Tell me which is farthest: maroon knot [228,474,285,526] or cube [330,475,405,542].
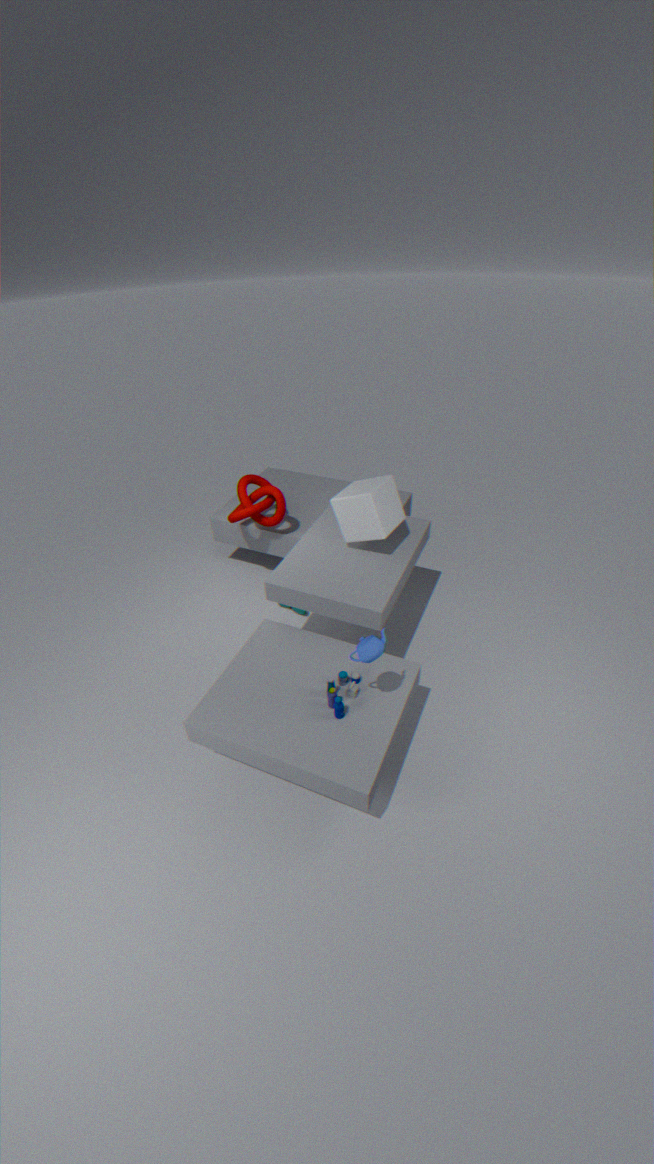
maroon knot [228,474,285,526]
